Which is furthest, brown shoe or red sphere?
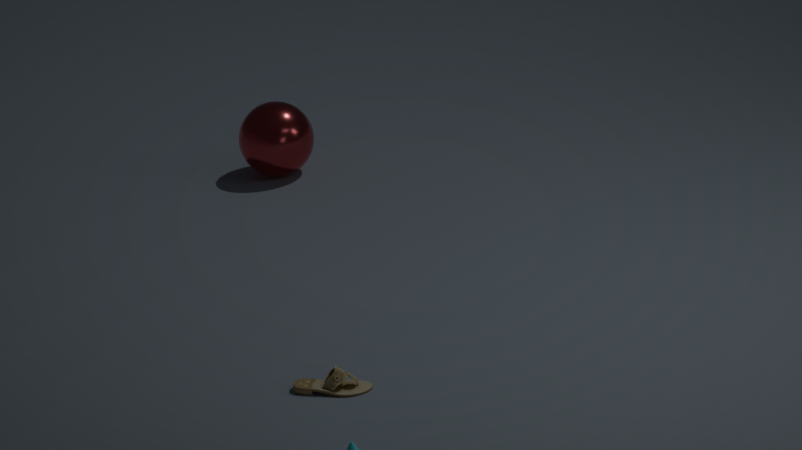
red sphere
